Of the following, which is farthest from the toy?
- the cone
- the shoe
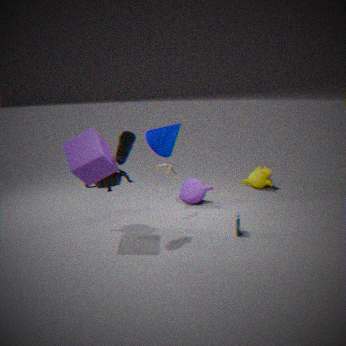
the shoe
